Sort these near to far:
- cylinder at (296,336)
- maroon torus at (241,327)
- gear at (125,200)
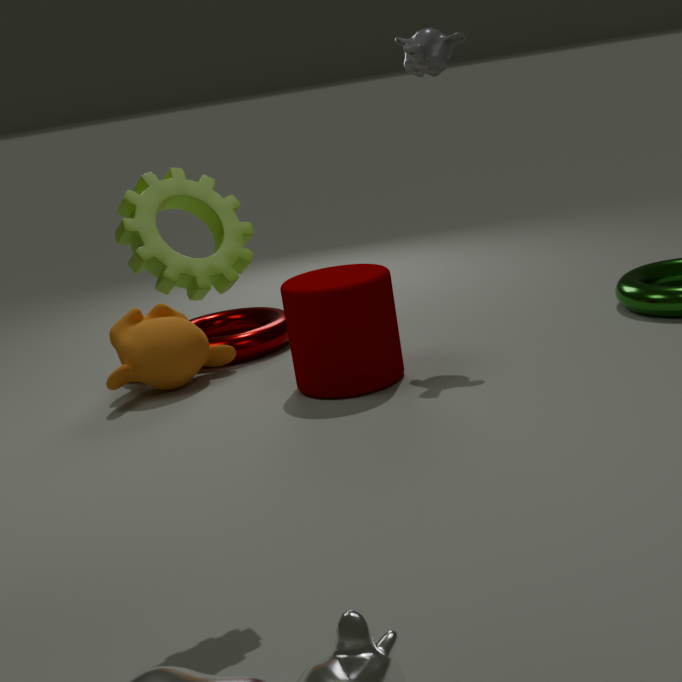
gear at (125,200)
cylinder at (296,336)
maroon torus at (241,327)
